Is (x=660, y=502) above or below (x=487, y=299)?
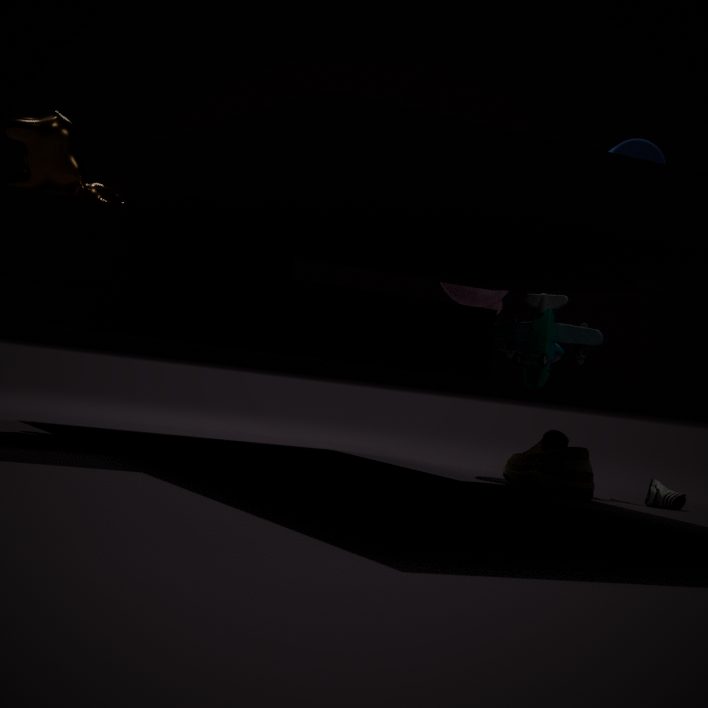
below
